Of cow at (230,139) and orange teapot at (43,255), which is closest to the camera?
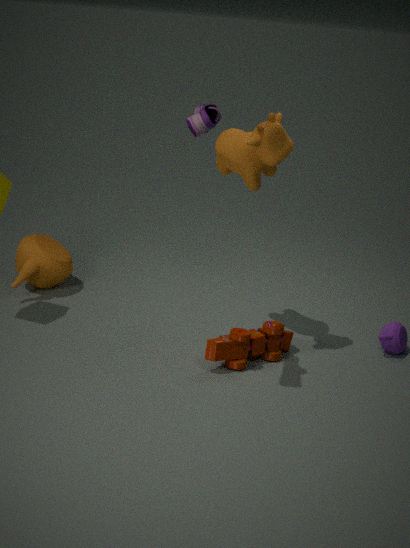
cow at (230,139)
